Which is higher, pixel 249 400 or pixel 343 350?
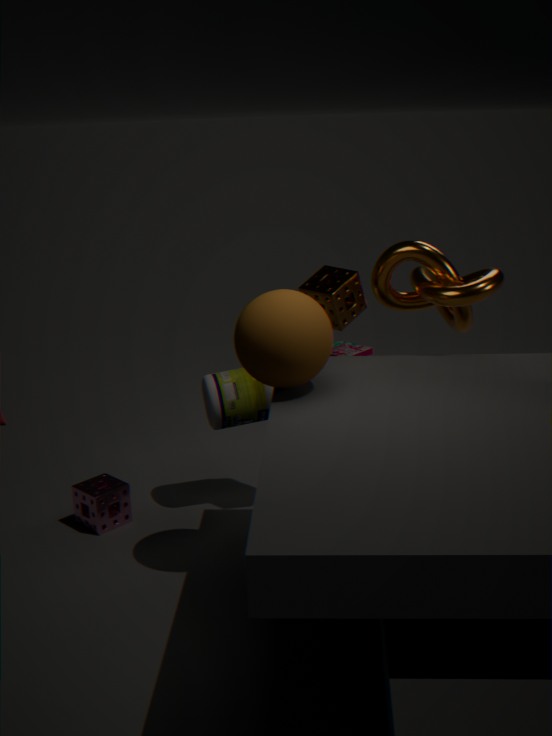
pixel 249 400
